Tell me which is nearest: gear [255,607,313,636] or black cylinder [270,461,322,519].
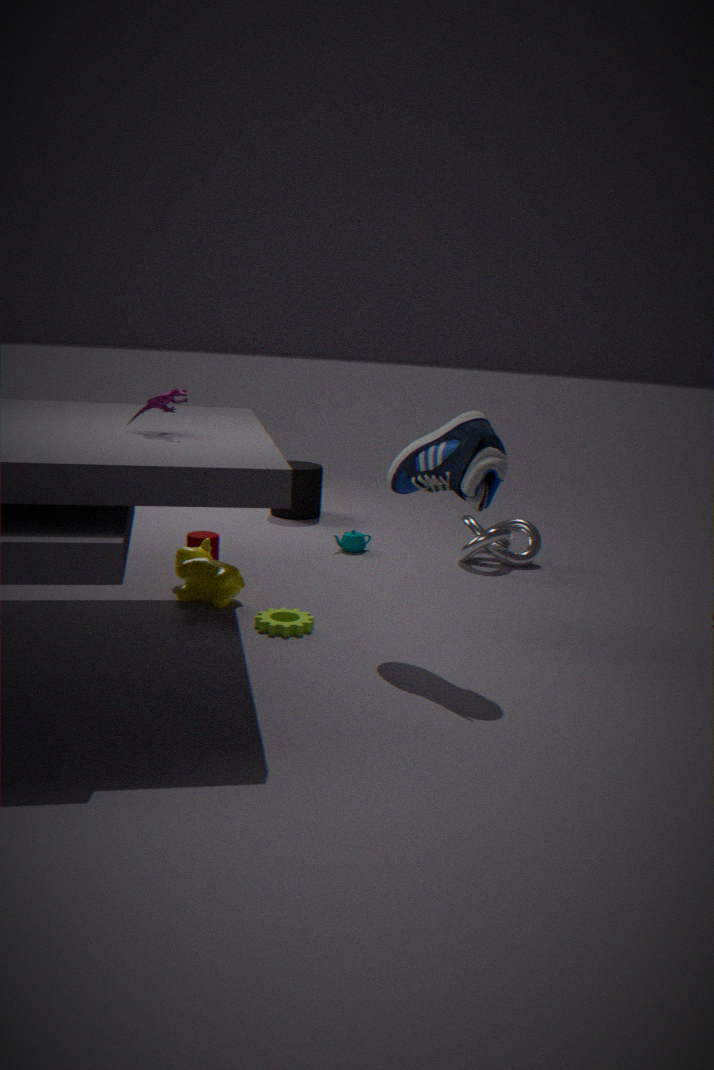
gear [255,607,313,636]
